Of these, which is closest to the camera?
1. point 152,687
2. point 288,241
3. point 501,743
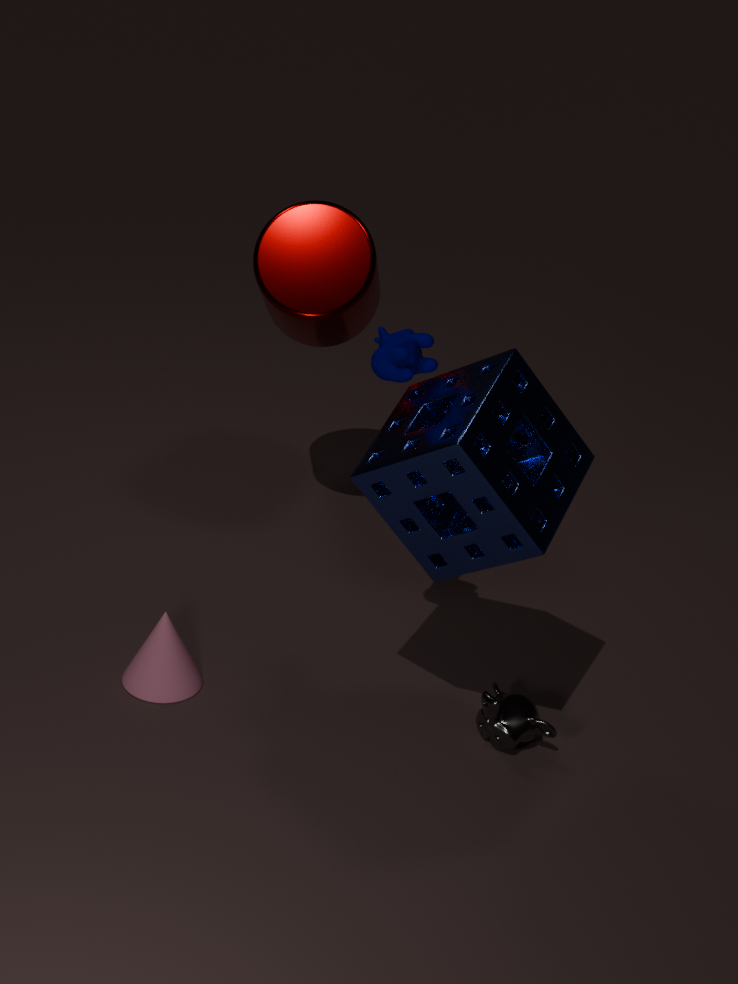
point 501,743
